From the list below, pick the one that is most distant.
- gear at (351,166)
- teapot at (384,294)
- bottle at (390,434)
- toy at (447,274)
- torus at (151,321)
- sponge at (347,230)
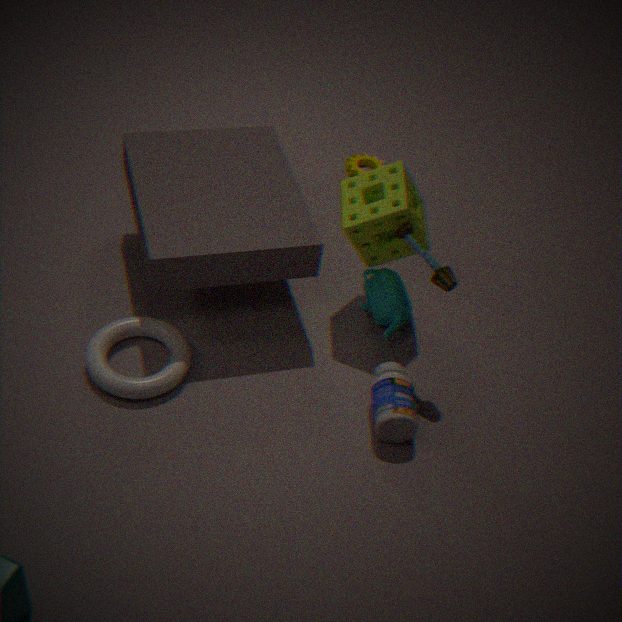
gear at (351,166)
